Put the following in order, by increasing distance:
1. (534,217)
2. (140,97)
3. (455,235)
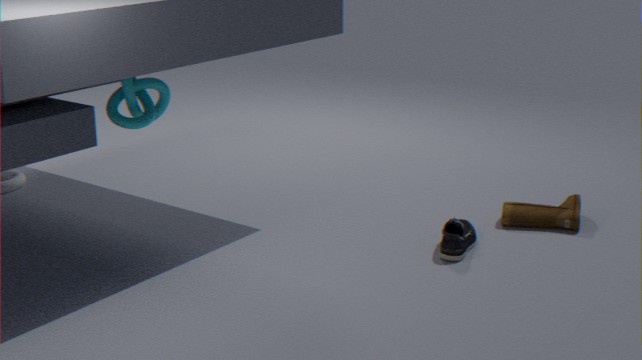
1. (140,97)
2. (455,235)
3. (534,217)
